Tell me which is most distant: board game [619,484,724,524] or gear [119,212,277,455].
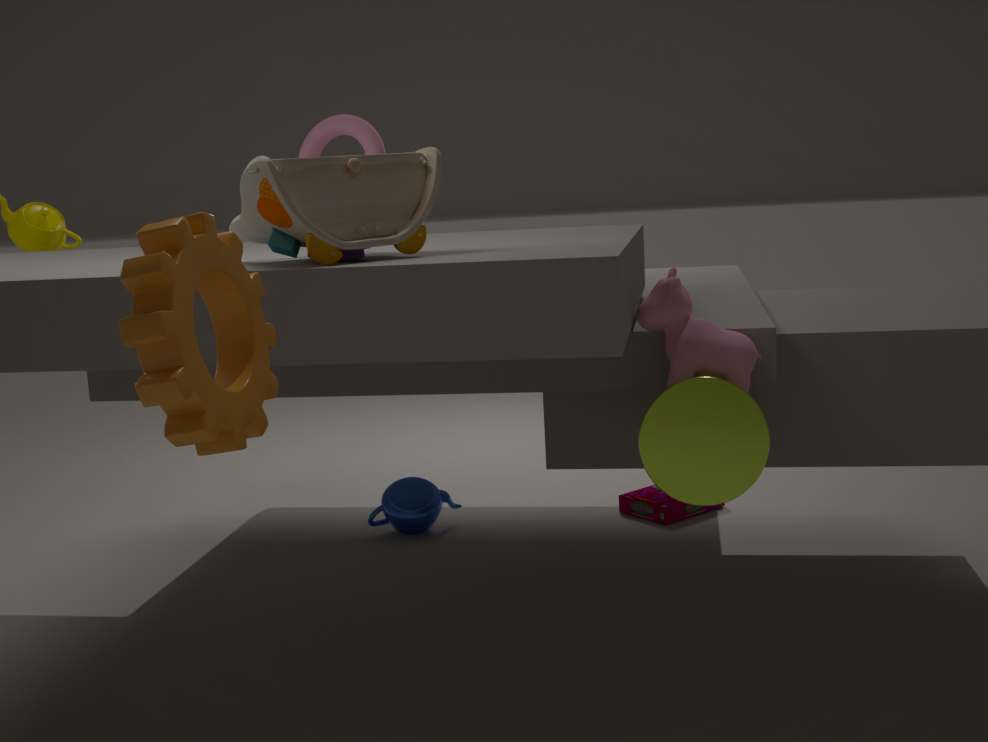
board game [619,484,724,524]
